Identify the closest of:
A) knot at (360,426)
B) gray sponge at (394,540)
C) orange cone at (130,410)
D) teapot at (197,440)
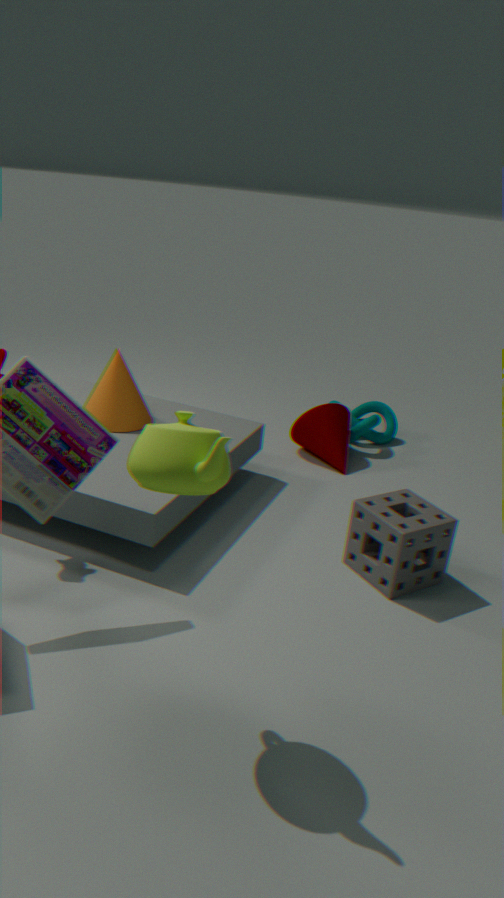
teapot at (197,440)
